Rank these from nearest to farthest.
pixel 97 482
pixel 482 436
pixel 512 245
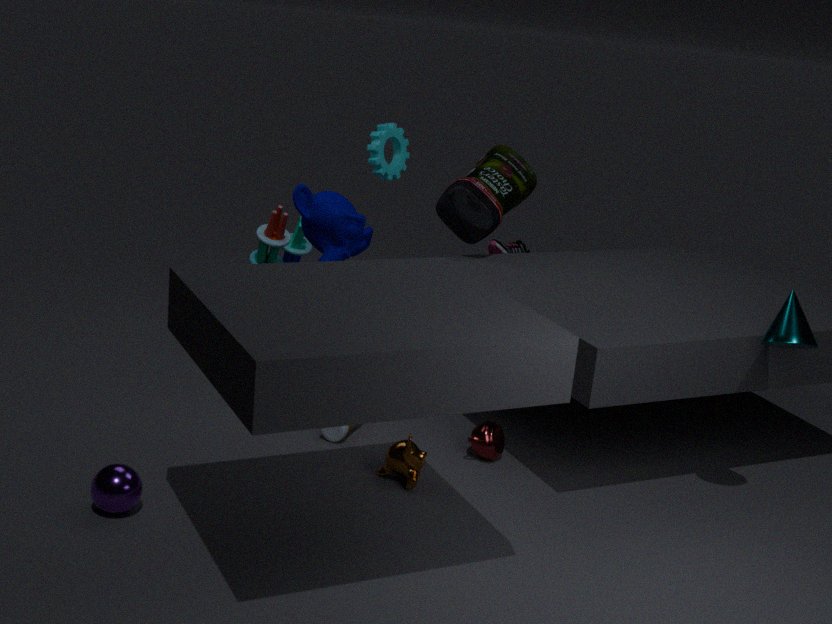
pixel 97 482 < pixel 482 436 < pixel 512 245
